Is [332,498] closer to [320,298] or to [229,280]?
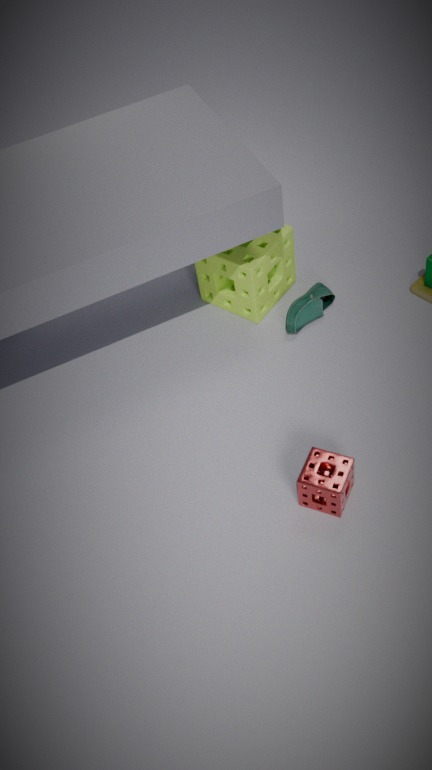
[320,298]
